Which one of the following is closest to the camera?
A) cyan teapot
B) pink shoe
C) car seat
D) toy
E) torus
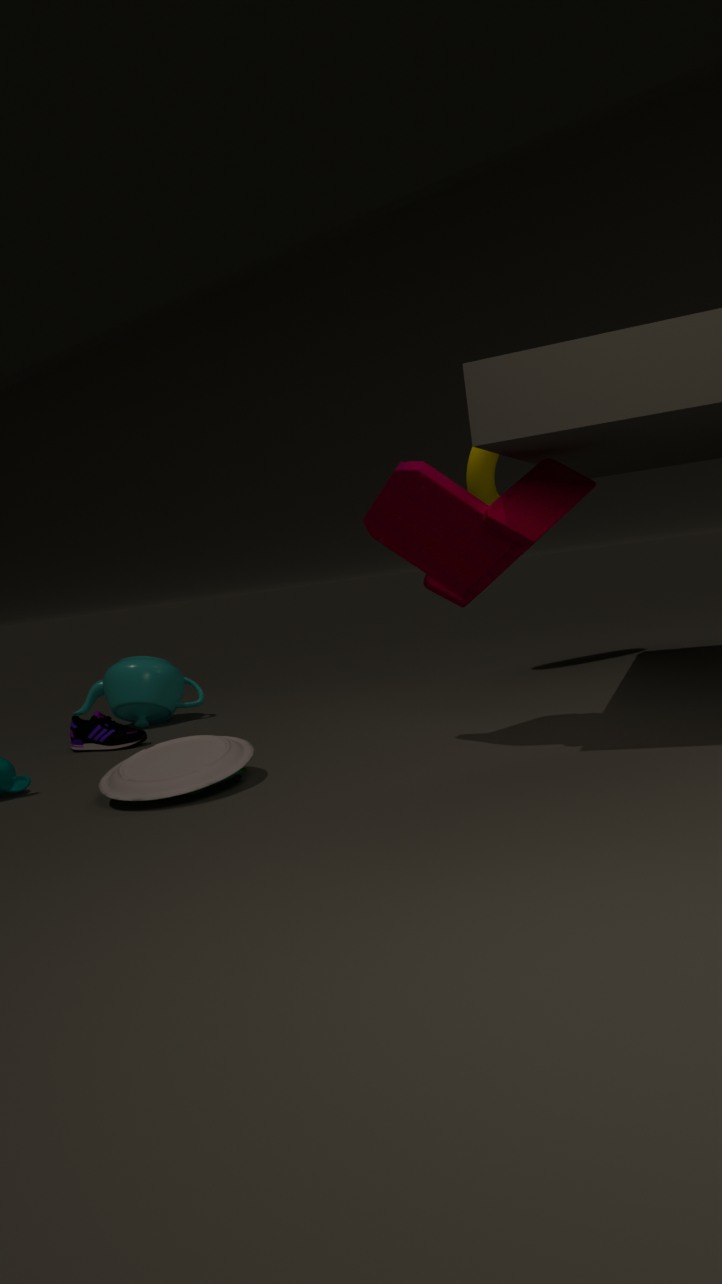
toy
